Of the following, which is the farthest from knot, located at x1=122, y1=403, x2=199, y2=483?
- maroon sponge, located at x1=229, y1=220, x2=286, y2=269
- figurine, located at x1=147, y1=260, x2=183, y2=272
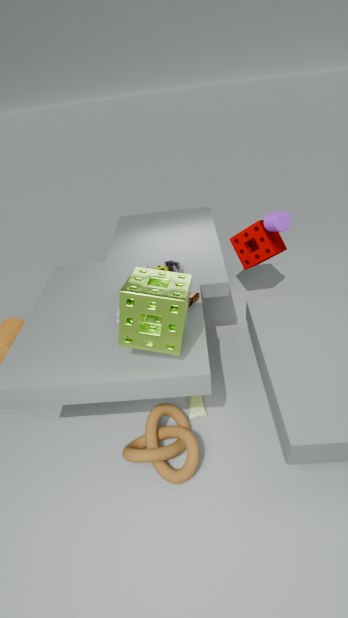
maroon sponge, located at x1=229, y1=220, x2=286, y2=269
